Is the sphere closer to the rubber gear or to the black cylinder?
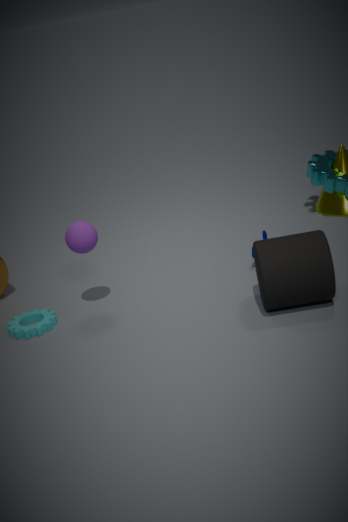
the rubber gear
